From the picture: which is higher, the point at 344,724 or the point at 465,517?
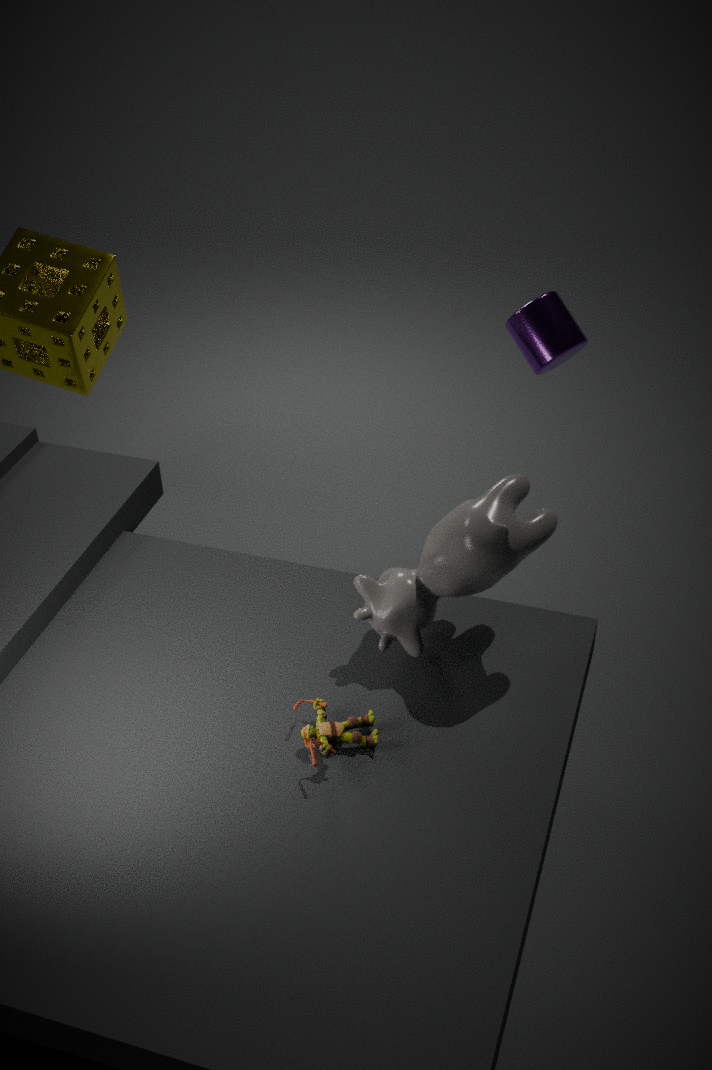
the point at 465,517
